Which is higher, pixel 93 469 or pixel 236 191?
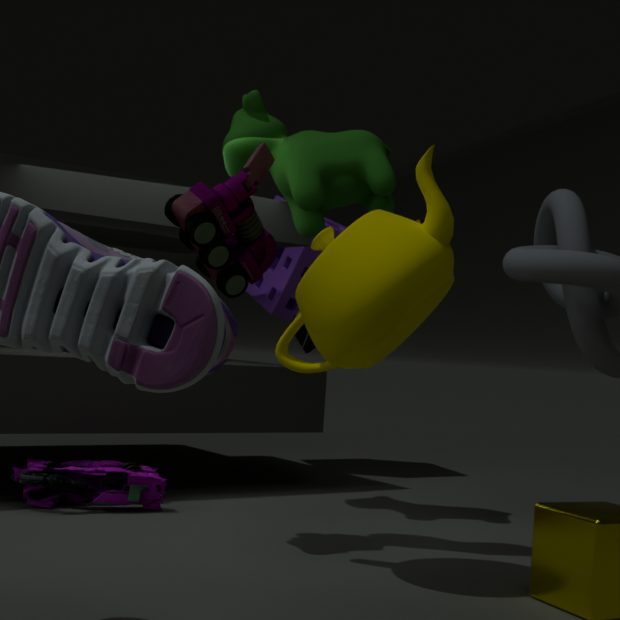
pixel 236 191
